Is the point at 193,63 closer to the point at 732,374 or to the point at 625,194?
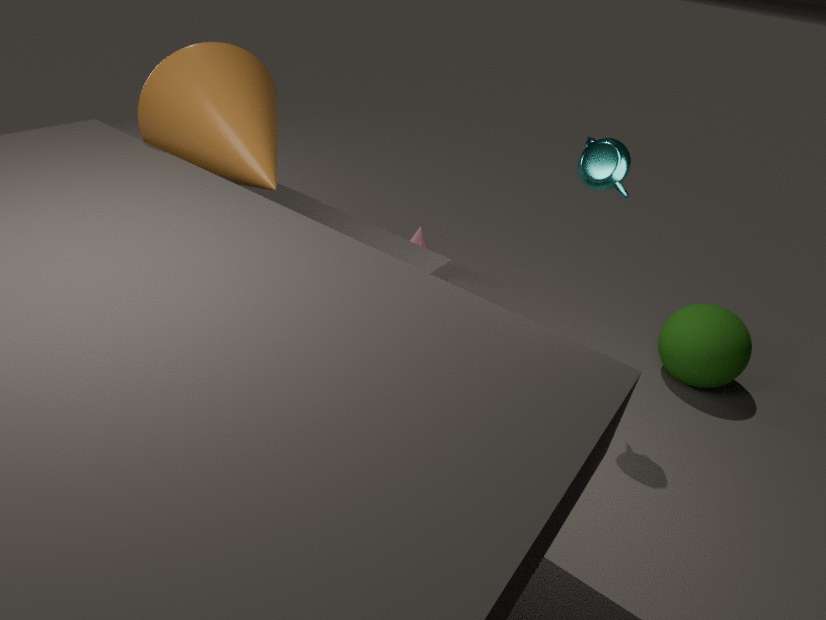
the point at 625,194
